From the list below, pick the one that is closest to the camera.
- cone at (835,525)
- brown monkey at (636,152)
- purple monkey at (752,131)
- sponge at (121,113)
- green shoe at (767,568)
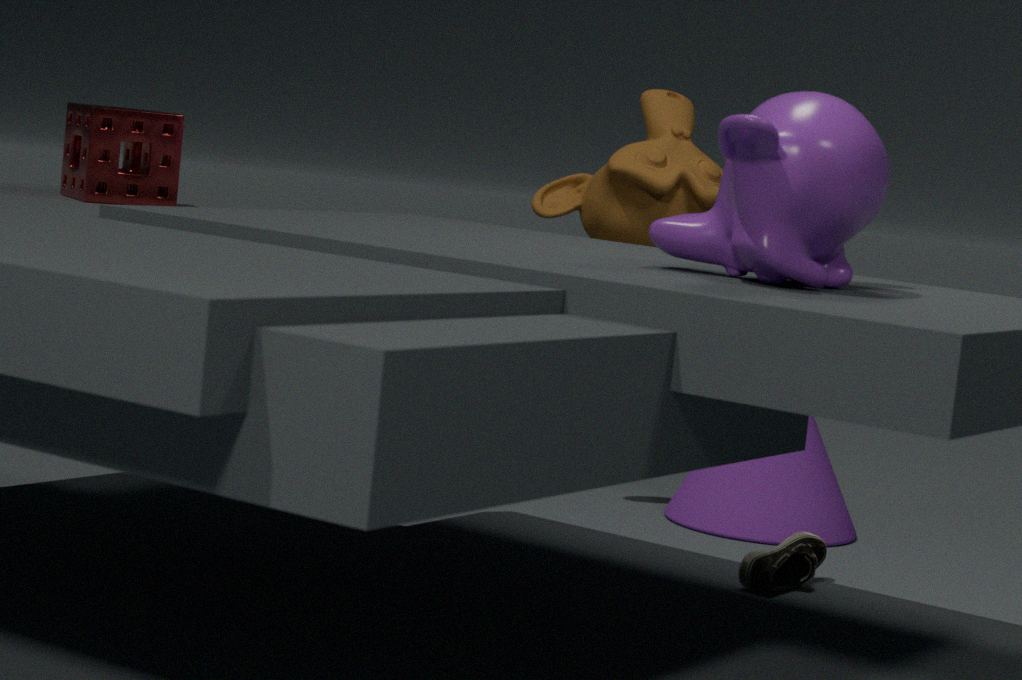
purple monkey at (752,131)
